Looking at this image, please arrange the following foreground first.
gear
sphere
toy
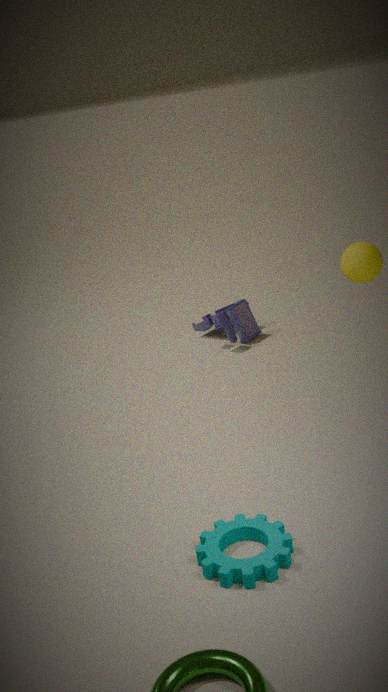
gear → sphere → toy
